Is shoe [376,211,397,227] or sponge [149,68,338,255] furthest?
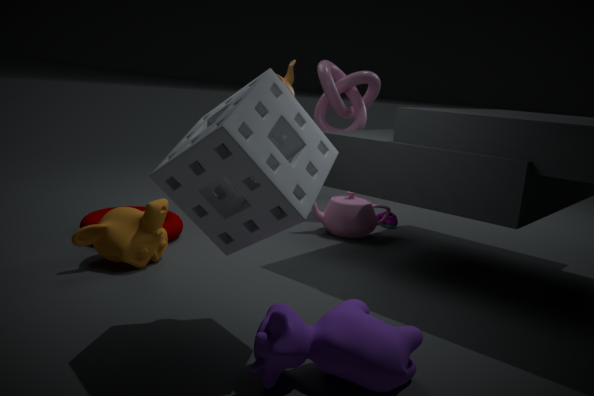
shoe [376,211,397,227]
